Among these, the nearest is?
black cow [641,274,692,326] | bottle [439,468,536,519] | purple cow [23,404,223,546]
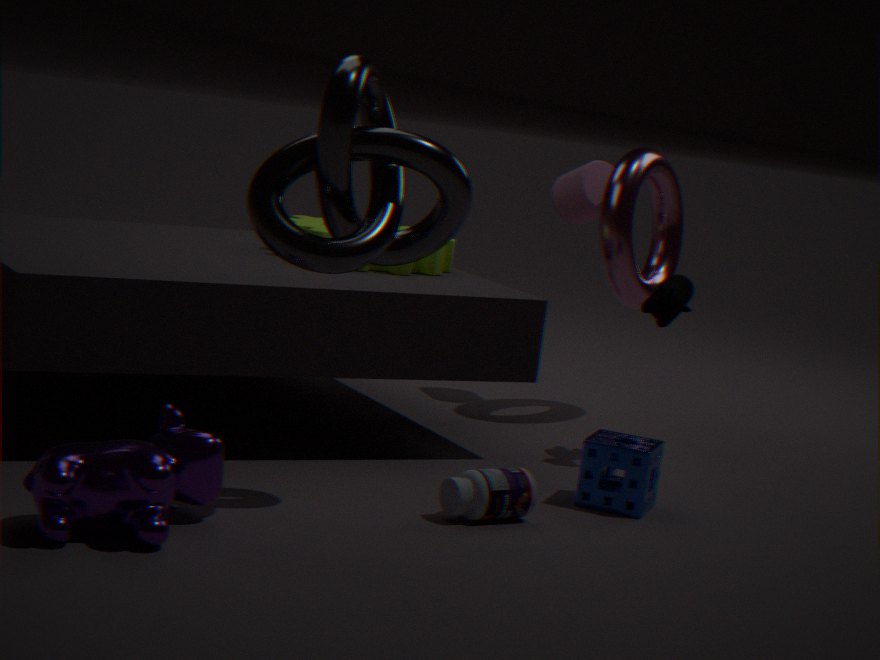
purple cow [23,404,223,546]
